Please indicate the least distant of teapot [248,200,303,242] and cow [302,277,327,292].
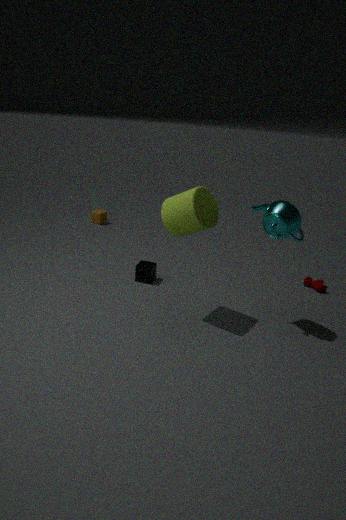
teapot [248,200,303,242]
